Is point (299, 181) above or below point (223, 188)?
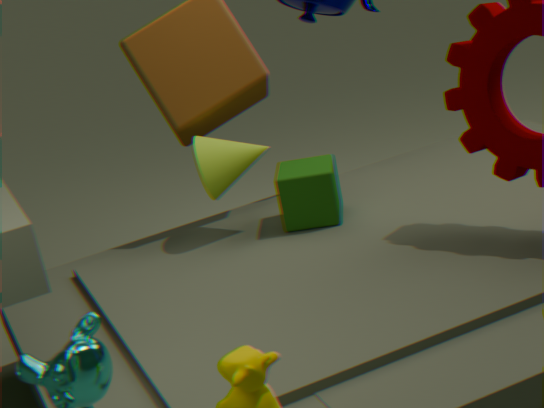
below
